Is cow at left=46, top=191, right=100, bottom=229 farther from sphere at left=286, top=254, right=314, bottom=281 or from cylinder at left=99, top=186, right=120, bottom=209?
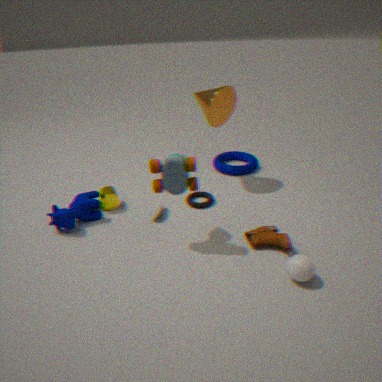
sphere at left=286, top=254, right=314, bottom=281
